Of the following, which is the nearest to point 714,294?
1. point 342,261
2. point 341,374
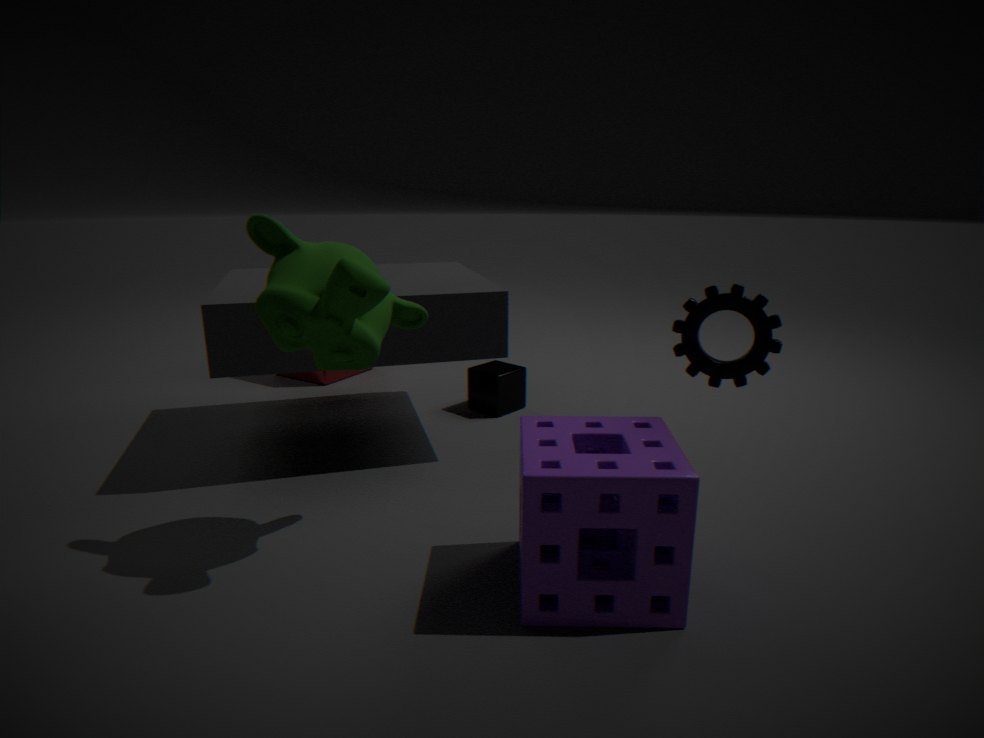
point 342,261
